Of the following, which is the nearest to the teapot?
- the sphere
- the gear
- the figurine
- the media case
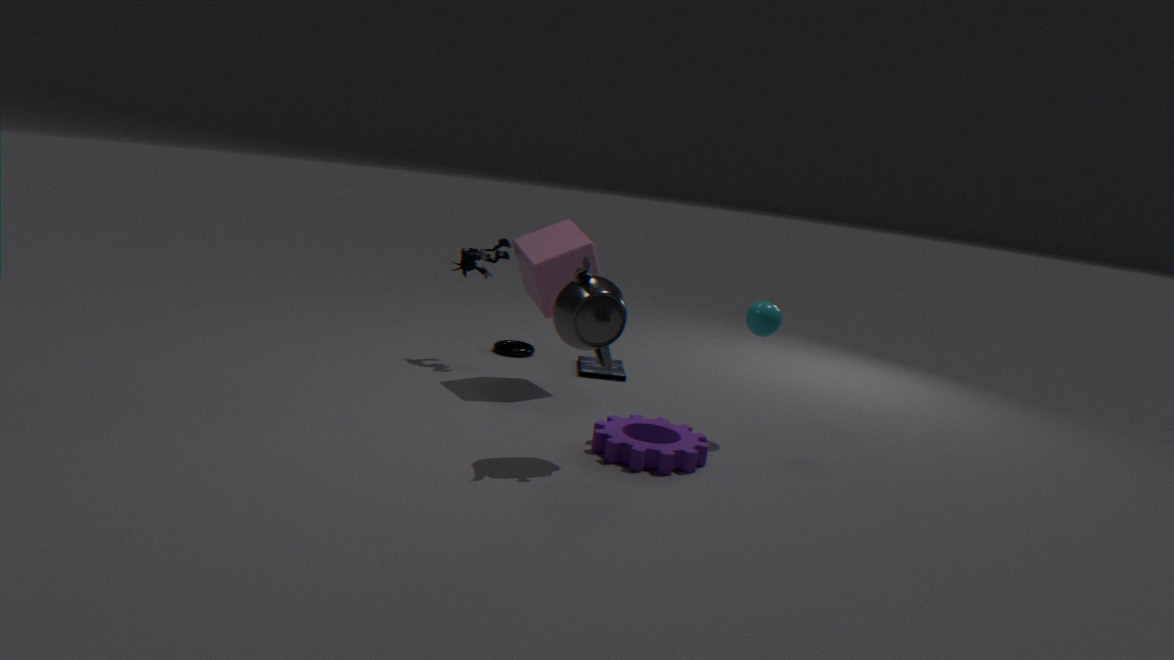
the gear
